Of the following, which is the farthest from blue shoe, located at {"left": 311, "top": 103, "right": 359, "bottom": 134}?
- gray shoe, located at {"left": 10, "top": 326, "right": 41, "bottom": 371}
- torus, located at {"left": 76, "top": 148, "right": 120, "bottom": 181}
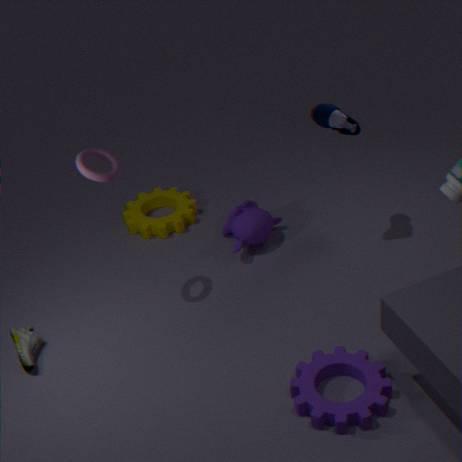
gray shoe, located at {"left": 10, "top": 326, "right": 41, "bottom": 371}
